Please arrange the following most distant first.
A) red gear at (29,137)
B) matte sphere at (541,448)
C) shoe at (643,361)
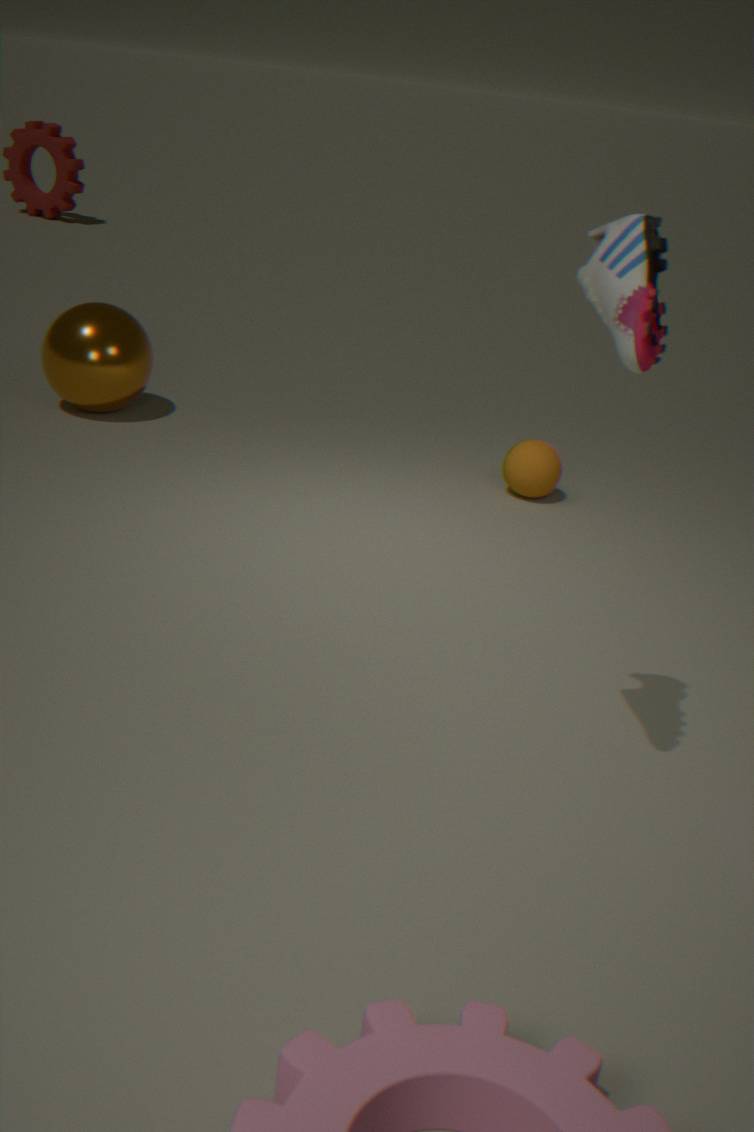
red gear at (29,137) < matte sphere at (541,448) < shoe at (643,361)
